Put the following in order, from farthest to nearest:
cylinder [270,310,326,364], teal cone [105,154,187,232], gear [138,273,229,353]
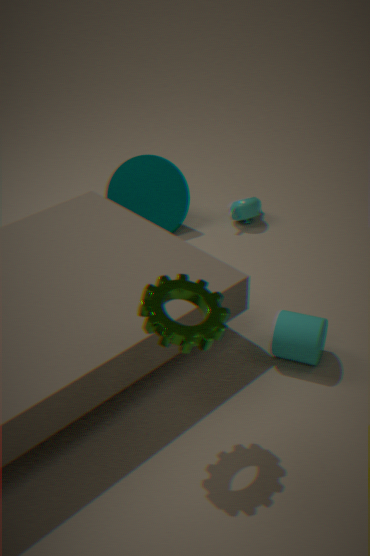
teal cone [105,154,187,232]
cylinder [270,310,326,364]
gear [138,273,229,353]
